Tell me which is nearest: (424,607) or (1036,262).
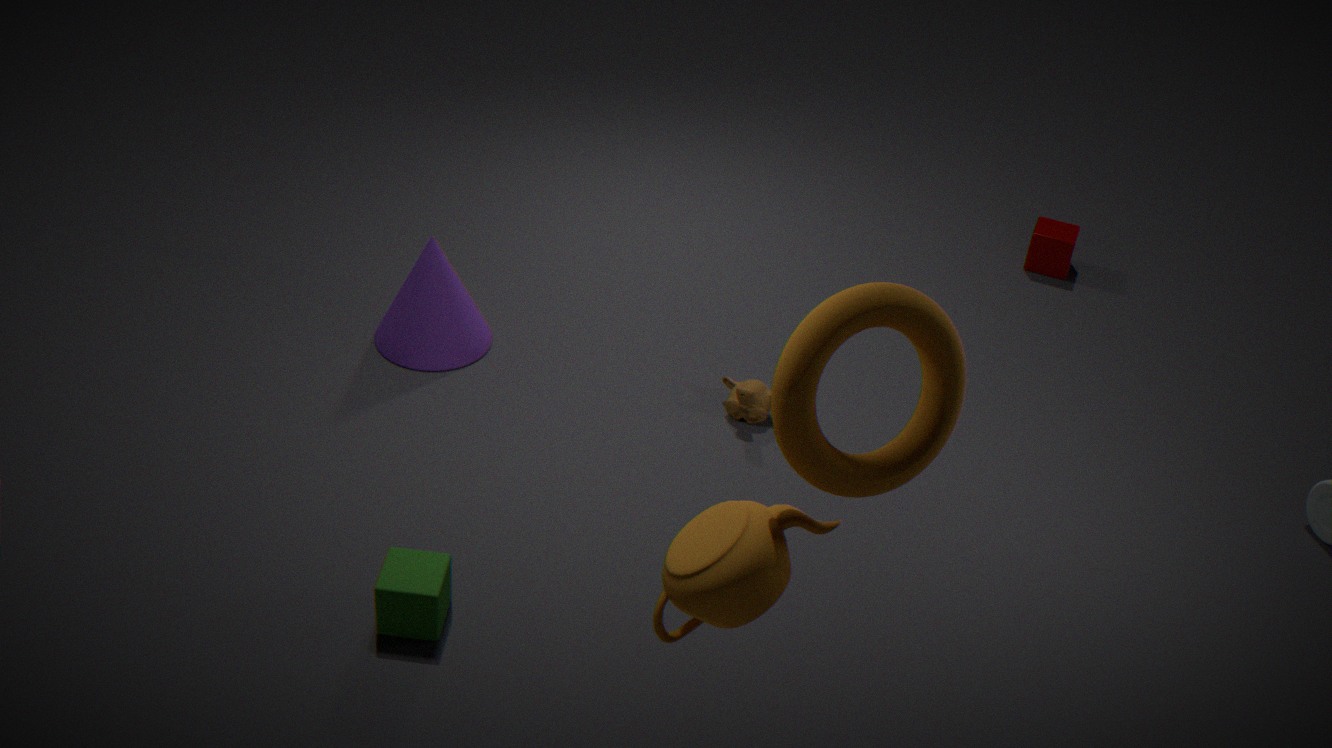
(424,607)
